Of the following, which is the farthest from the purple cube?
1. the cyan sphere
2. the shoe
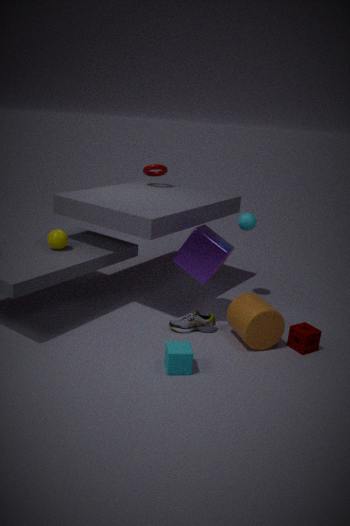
the cyan sphere
